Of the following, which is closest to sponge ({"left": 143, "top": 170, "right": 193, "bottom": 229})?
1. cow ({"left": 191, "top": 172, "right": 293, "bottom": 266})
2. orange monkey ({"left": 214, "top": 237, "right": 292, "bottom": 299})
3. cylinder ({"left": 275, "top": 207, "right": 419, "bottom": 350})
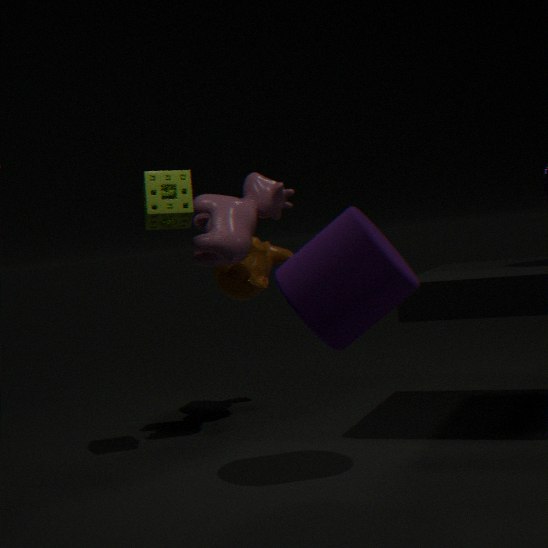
cow ({"left": 191, "top": 172, "right": 293, "bottom": 266})
